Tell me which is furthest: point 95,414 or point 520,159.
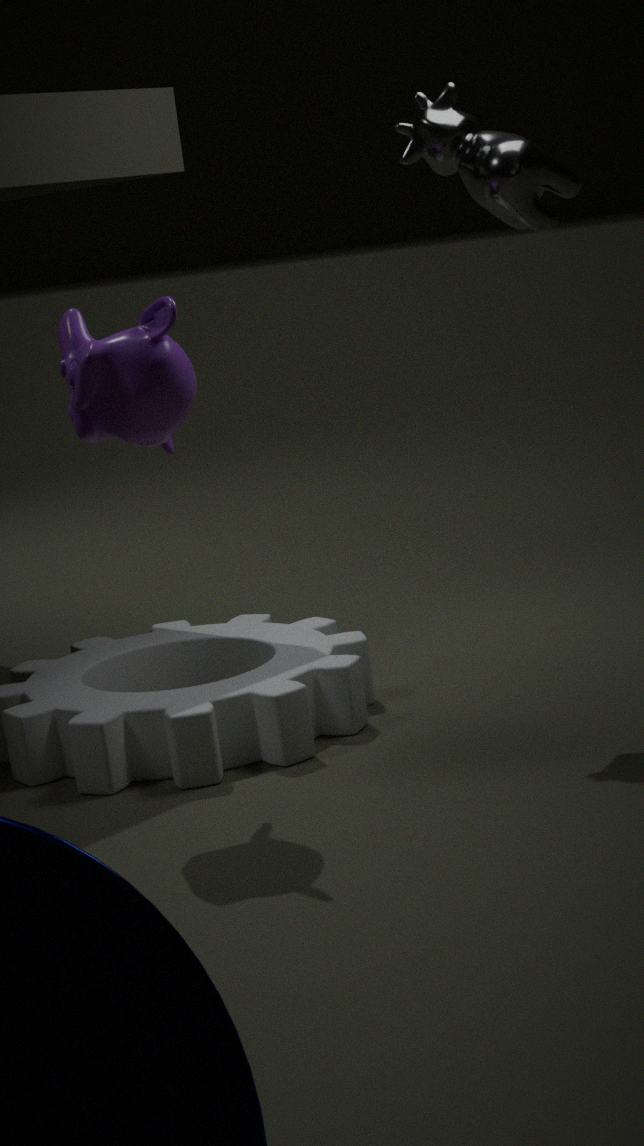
point 520,159
